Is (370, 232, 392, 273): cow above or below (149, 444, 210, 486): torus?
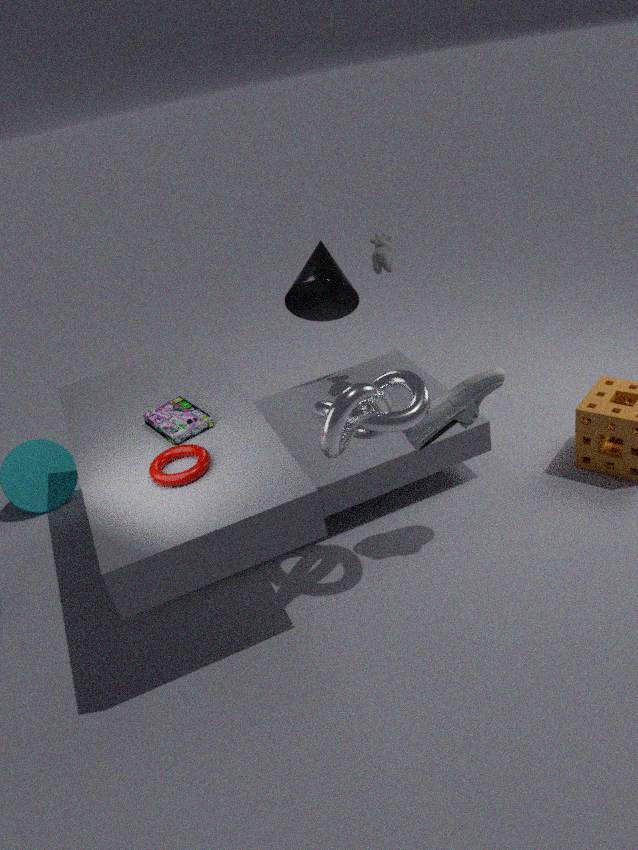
above
